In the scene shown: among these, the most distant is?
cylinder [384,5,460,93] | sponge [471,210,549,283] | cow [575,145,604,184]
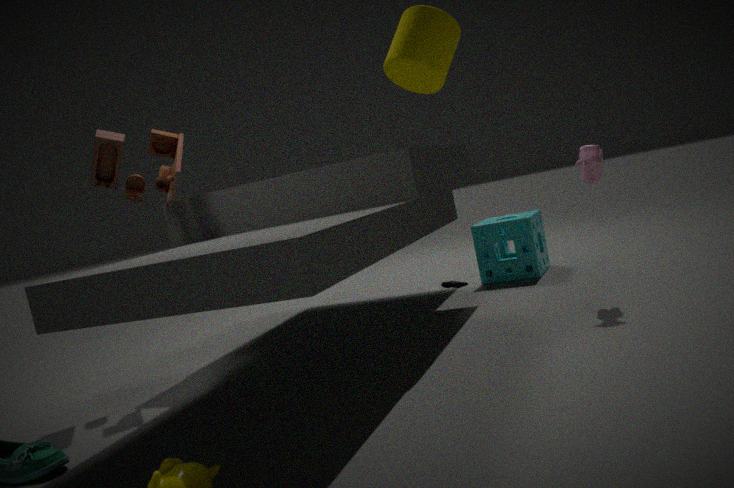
sponge [471,210,549,283]
